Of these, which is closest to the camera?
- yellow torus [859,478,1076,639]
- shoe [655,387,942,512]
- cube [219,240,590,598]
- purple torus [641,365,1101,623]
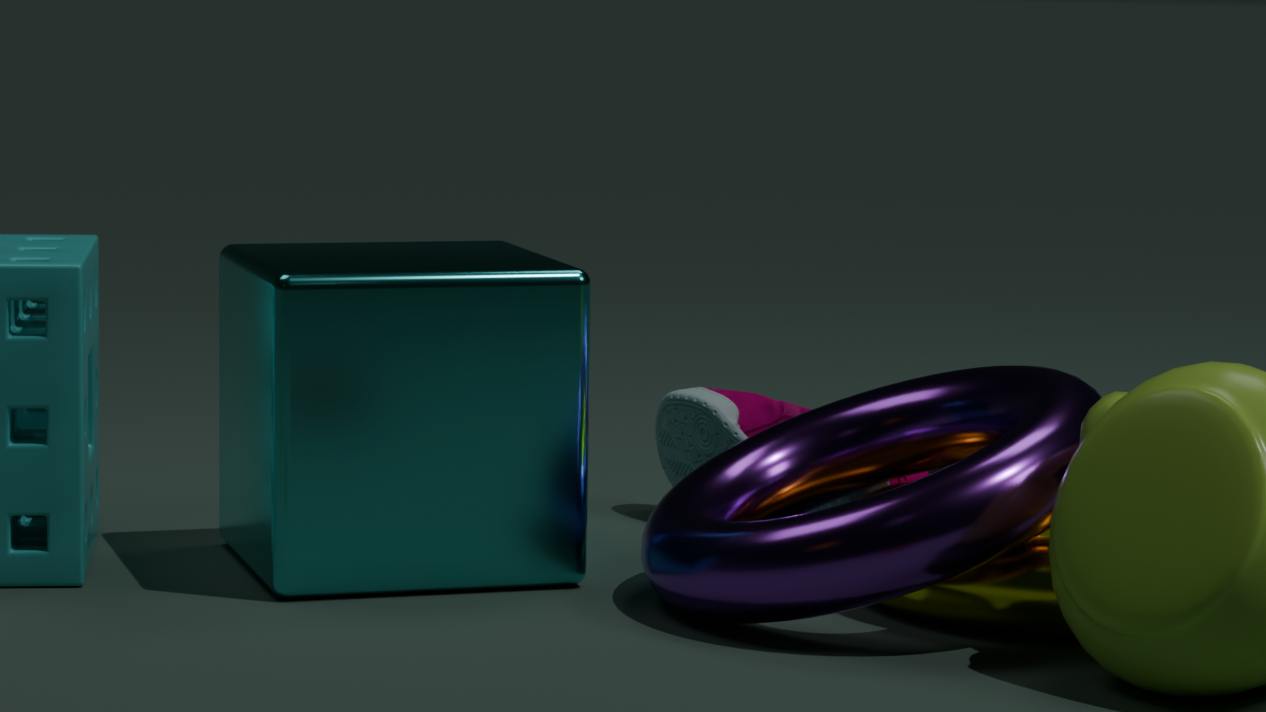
purple torus [641,365,1101,623]
